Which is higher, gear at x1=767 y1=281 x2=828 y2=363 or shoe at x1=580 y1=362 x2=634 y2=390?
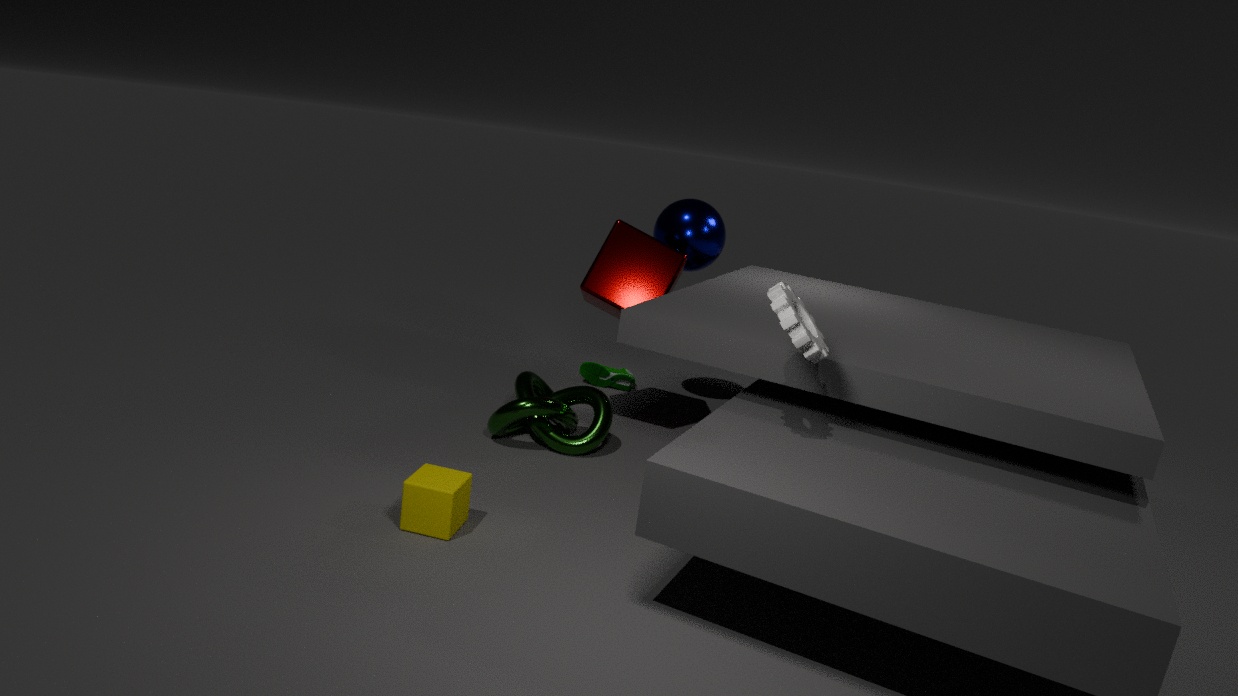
gear at x1=767 y1=281 x2=828 y2=363
